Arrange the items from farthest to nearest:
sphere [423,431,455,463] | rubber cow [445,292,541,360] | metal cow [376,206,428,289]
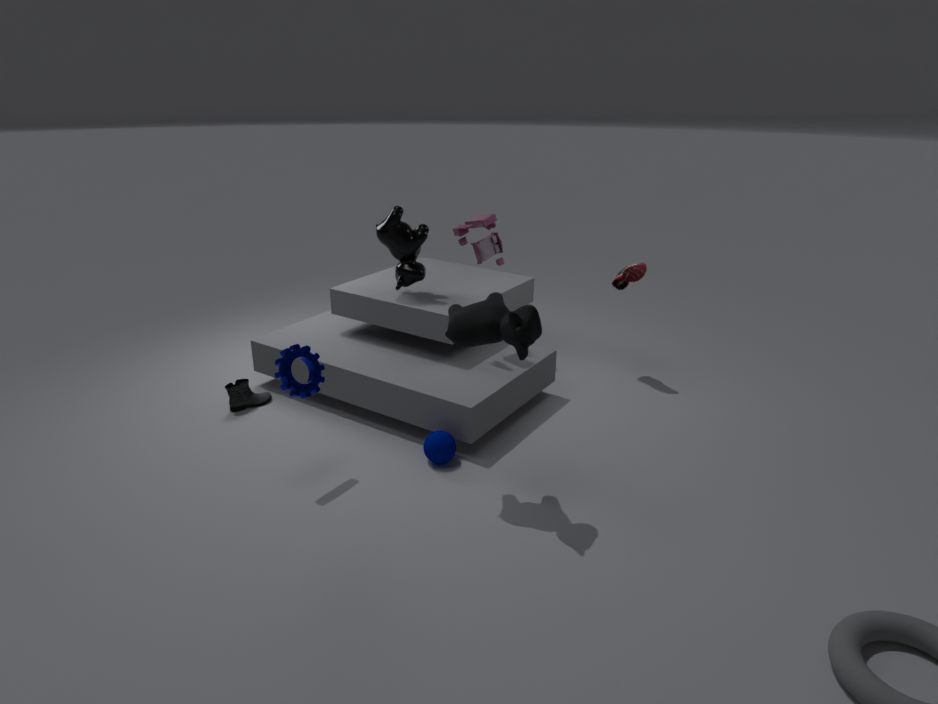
metal cow [376,206,428,289]
sphere [423,431,455,463]
rubber cow [445,292,541,360]
